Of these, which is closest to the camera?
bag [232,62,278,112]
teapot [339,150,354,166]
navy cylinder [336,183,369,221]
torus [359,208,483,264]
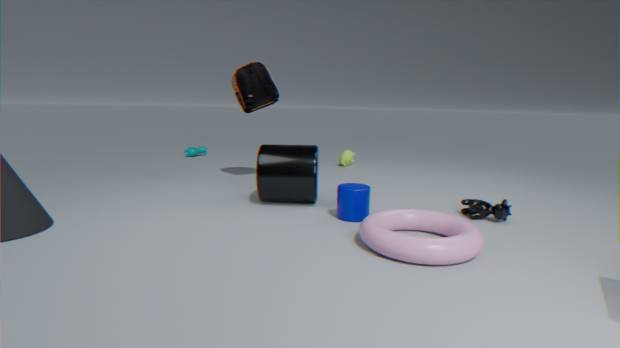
torus [359,208,483,264]
